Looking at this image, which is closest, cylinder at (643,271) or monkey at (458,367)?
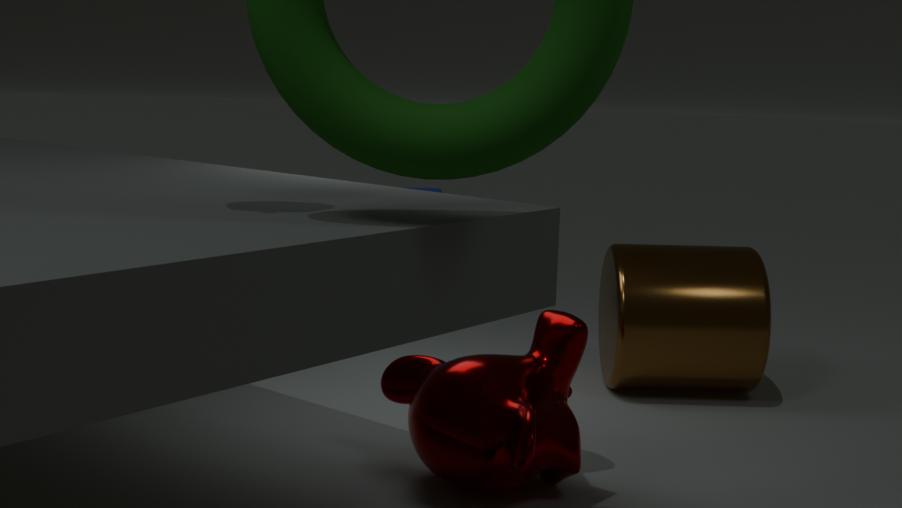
monkey at (458,367)
